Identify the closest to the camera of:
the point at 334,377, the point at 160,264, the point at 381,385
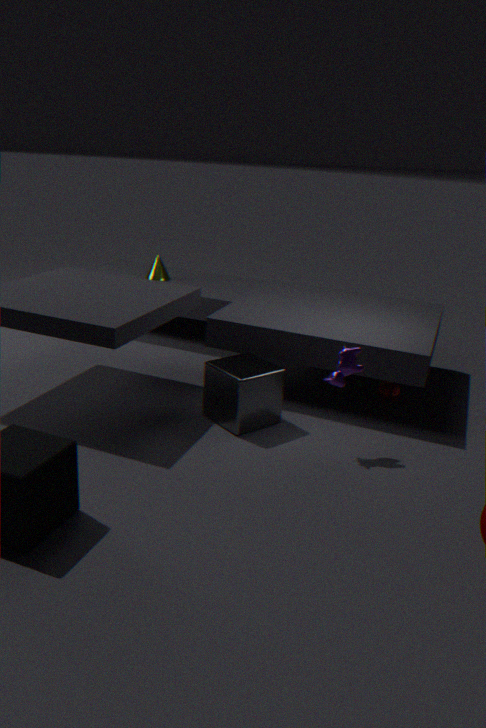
the point at 334,377
